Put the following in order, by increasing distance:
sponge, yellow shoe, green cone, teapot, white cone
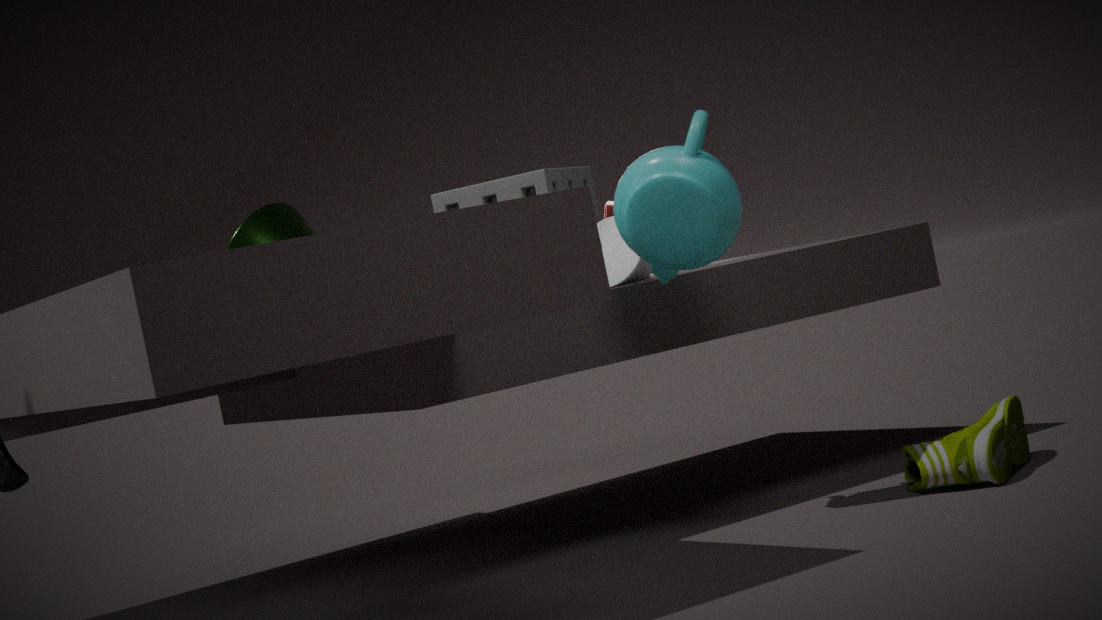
teapot < yellow shoe < white cone < sponge < green cone
